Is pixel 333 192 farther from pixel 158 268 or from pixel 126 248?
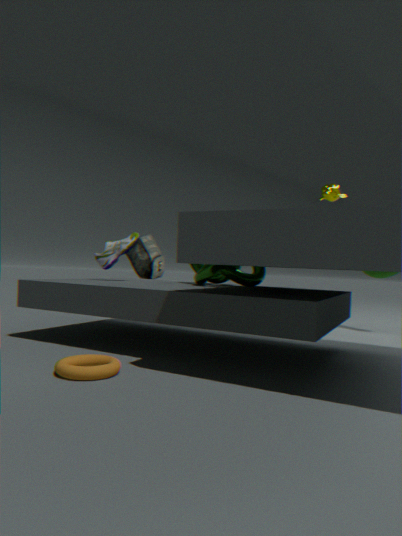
pixel 126 248
